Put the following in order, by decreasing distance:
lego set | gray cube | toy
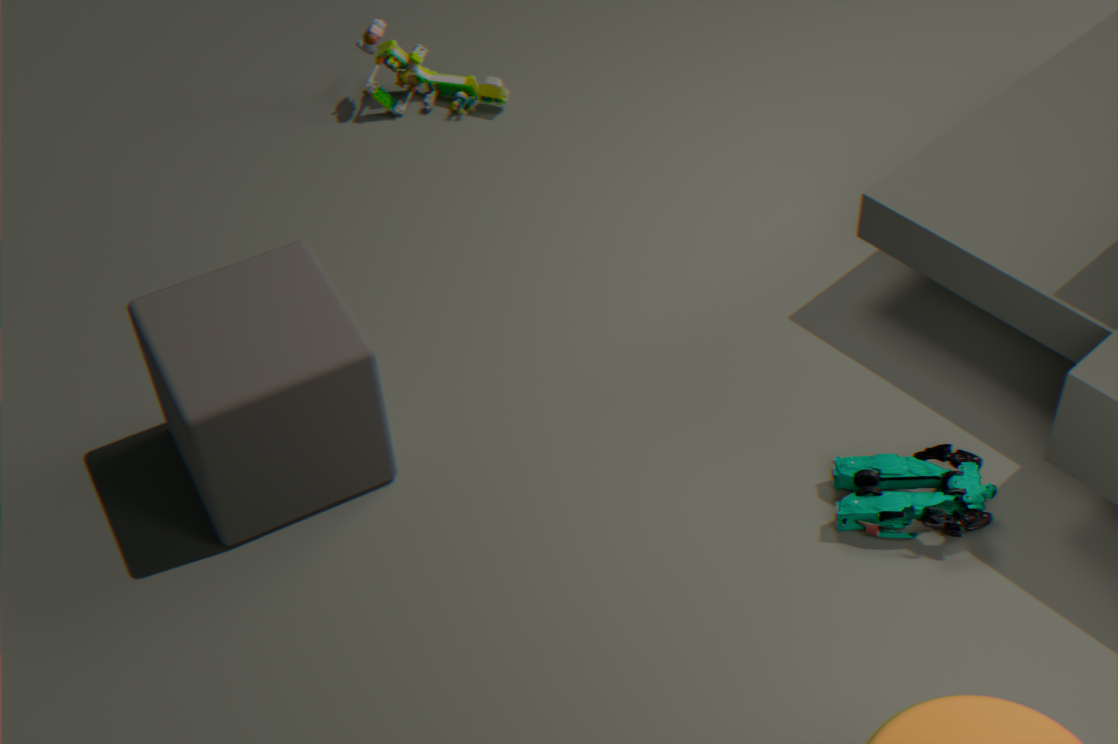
lego set < toy < gray cube
